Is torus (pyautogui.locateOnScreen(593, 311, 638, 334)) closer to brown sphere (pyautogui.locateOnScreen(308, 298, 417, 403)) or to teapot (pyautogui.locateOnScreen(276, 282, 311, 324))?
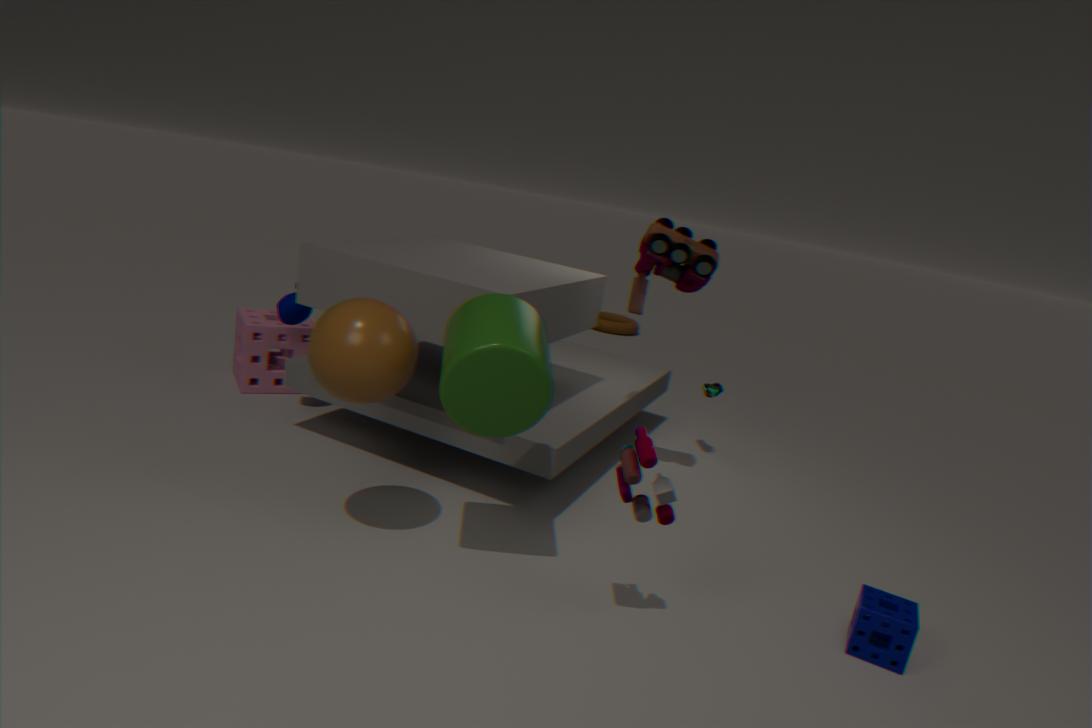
teapot (pyautogui.locateOnScreen(276, 282, 311, 324))
